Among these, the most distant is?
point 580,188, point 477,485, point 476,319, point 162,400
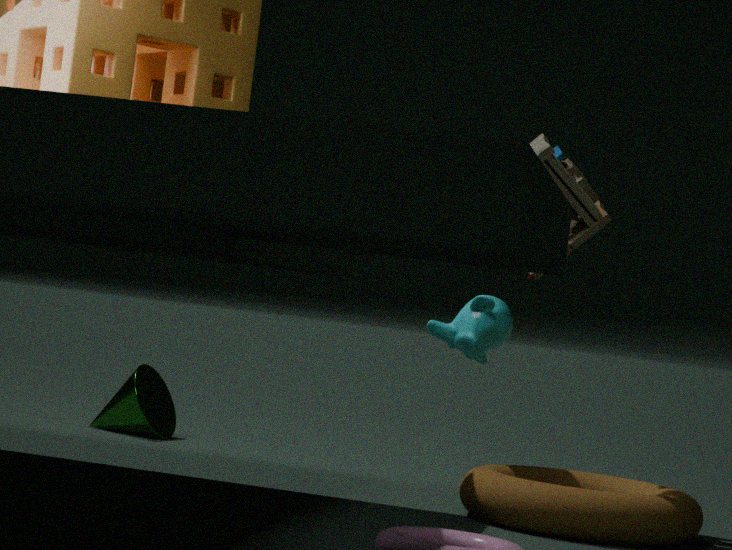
point 162,400
